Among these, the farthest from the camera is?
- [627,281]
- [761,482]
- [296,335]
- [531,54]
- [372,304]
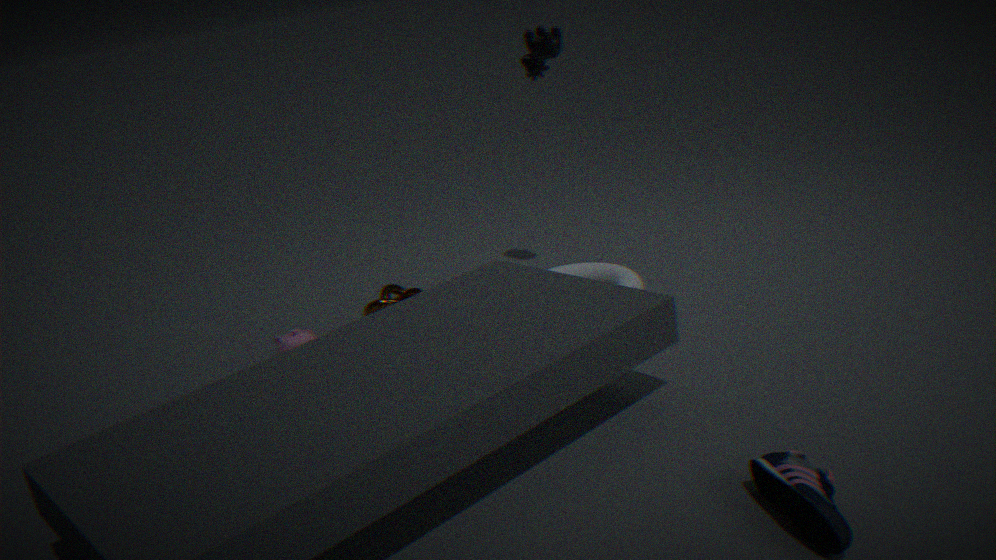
[531,54]
